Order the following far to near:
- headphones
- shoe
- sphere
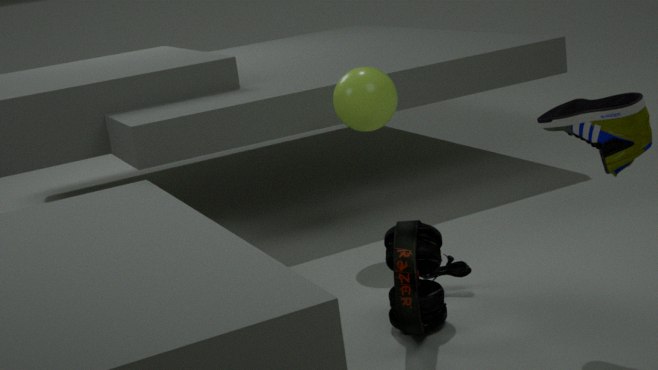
sphere < headphones < shoe
